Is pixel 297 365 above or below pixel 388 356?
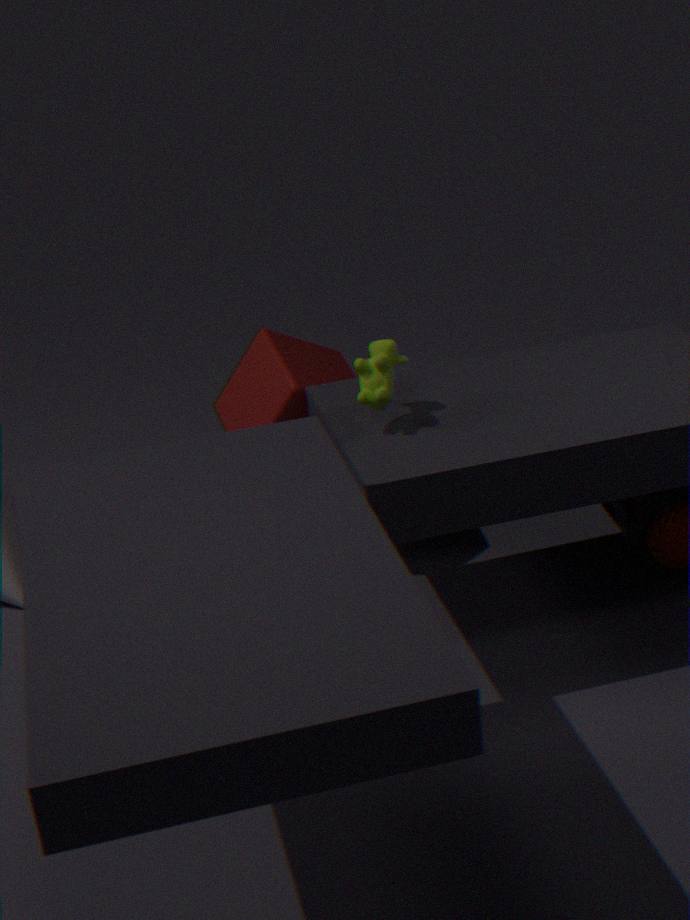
below
